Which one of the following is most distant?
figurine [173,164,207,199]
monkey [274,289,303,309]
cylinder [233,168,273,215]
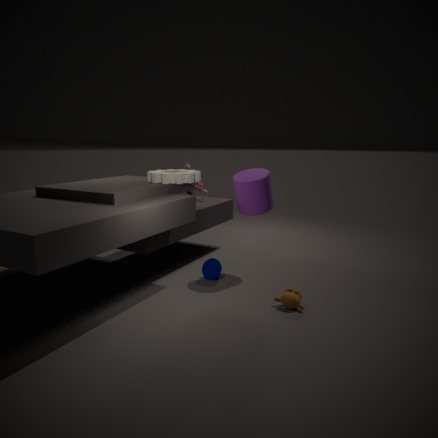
figurine [173,164,207,199]
